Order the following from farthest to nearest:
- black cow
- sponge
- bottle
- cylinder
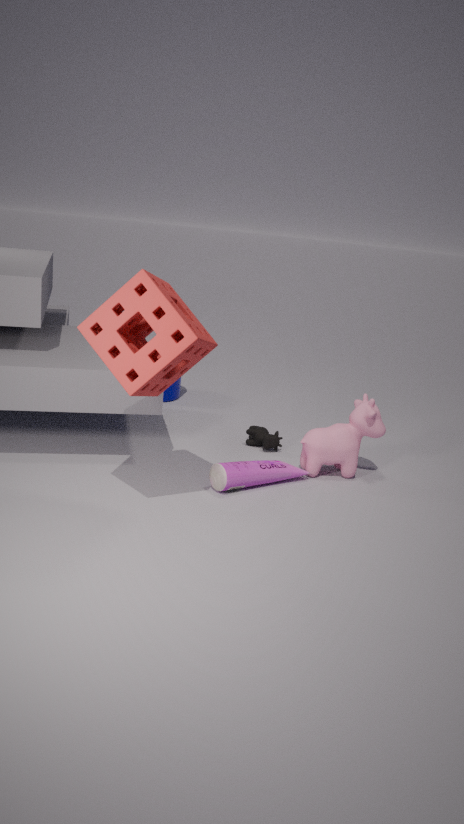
cylinder
black cow
bottle
sponge
